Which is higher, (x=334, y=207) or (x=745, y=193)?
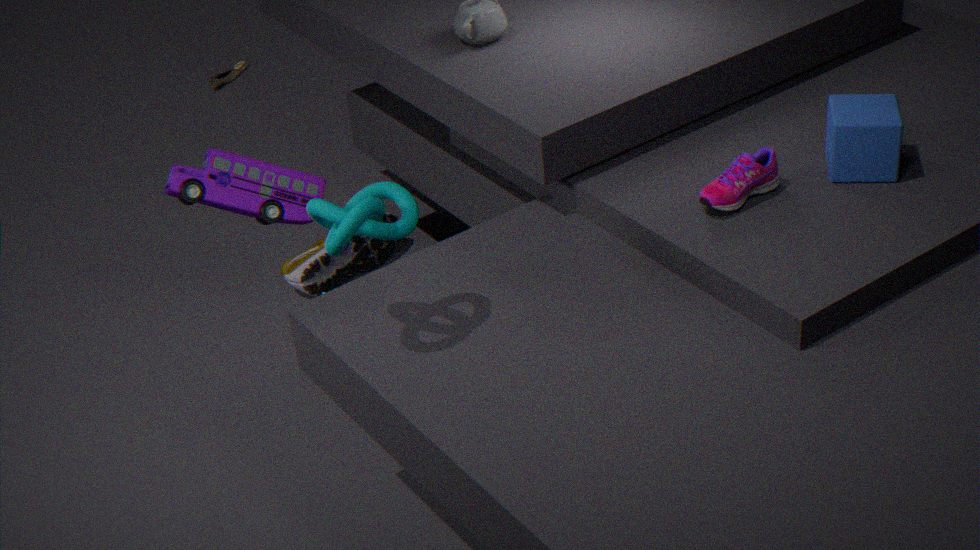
(x=334, y=207)
